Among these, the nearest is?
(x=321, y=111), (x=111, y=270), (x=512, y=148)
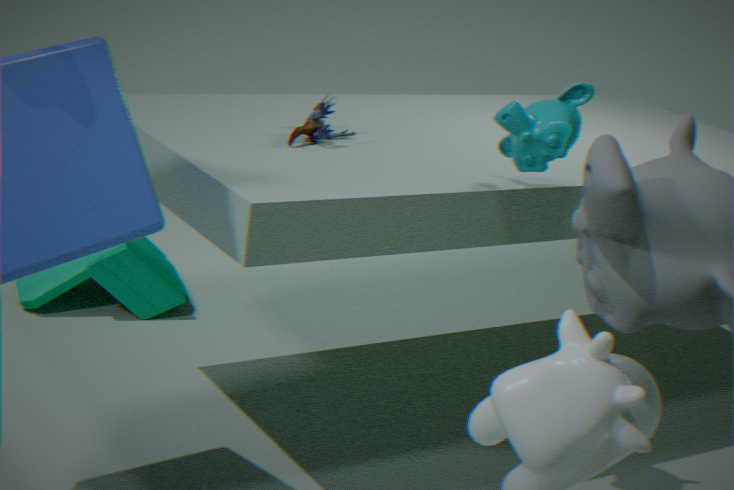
(x=512, y=148)
